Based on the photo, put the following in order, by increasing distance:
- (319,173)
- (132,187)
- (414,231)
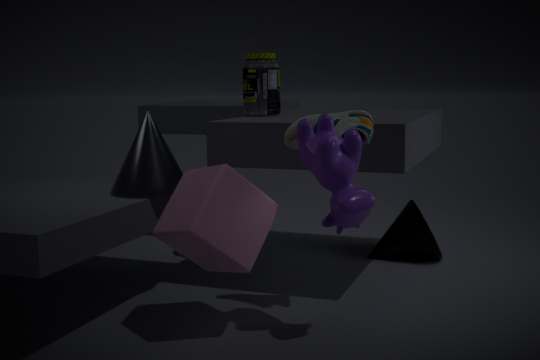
(319,173) → (132,187) → (414,231)
